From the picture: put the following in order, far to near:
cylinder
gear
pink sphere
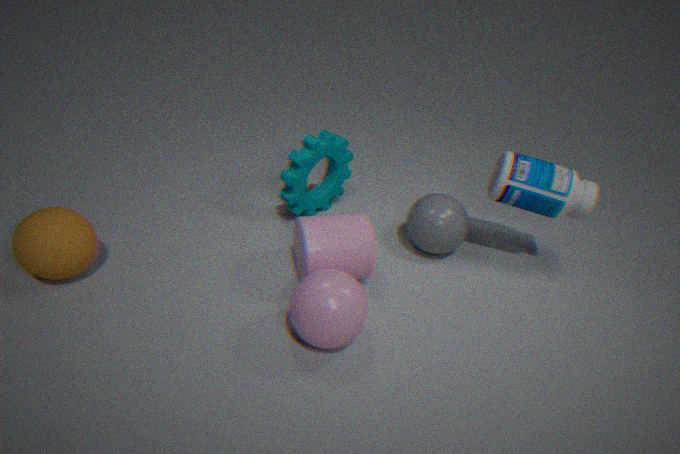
gear
cylinder
pink sphere
